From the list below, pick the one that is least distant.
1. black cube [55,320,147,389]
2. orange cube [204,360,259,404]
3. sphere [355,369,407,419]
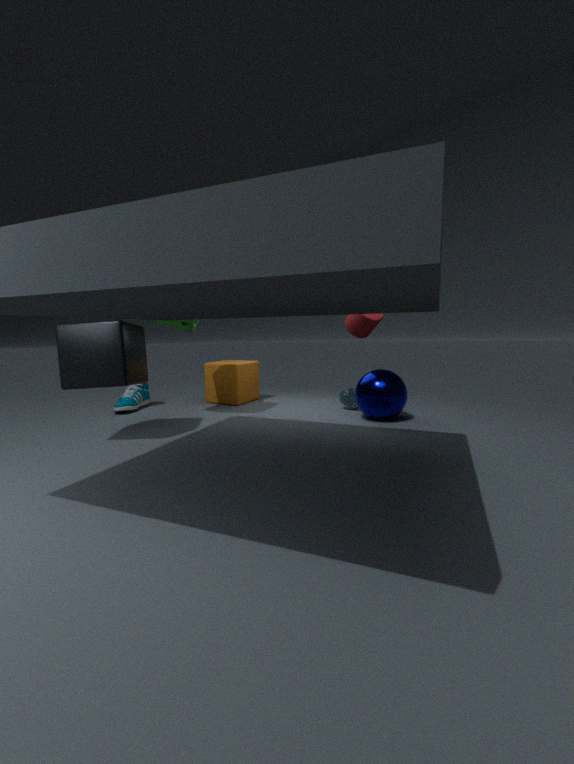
black cube [55,320,147,389]
